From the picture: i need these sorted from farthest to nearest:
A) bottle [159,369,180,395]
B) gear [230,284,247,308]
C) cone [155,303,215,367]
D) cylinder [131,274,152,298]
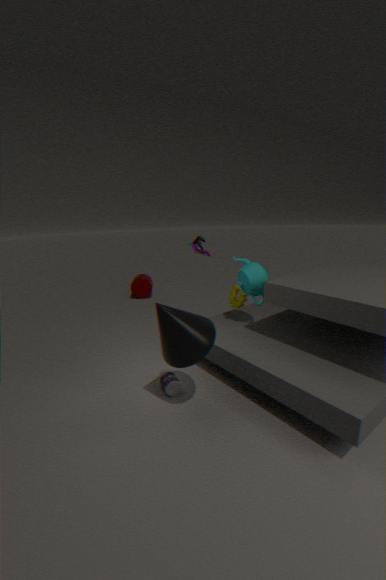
cylinder [131,274,152,298] < gear [230,284,247,308] < bottle [159,369,180,395] < cone [155,303,215,367]
